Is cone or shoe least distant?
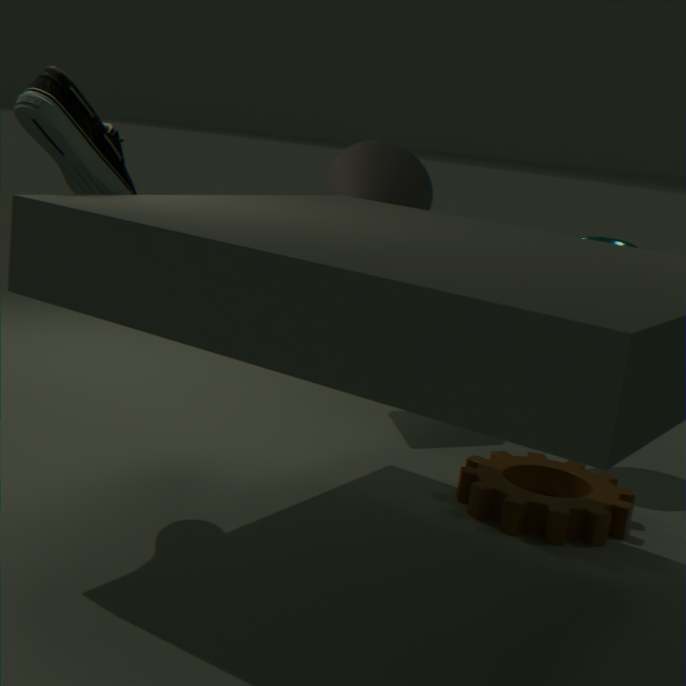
shoe
